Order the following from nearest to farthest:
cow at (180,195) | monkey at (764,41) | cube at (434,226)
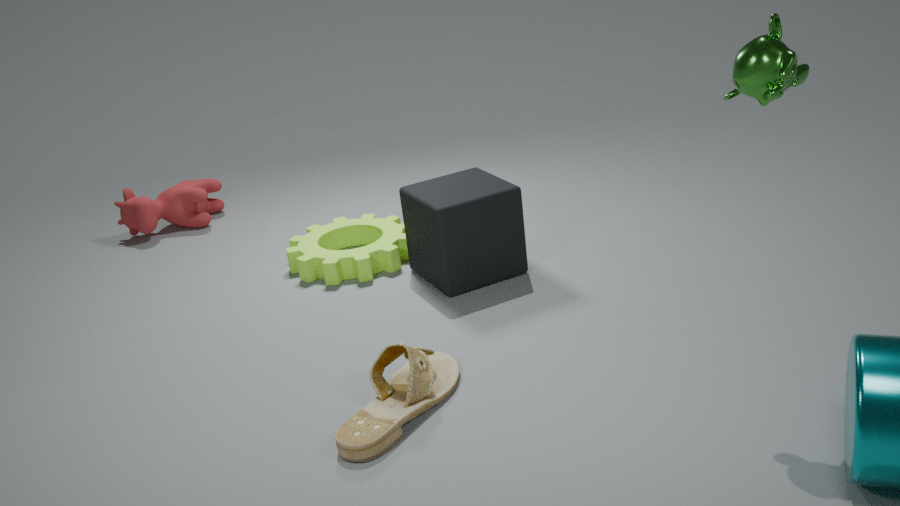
monkey at (764,41) → cube at (434,226) → cow at (180,195)
